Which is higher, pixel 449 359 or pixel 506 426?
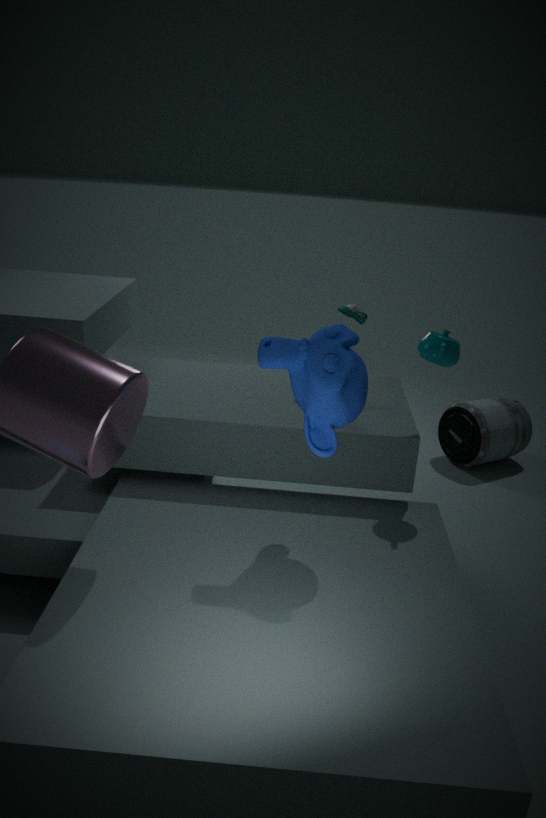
pixel 449 359
